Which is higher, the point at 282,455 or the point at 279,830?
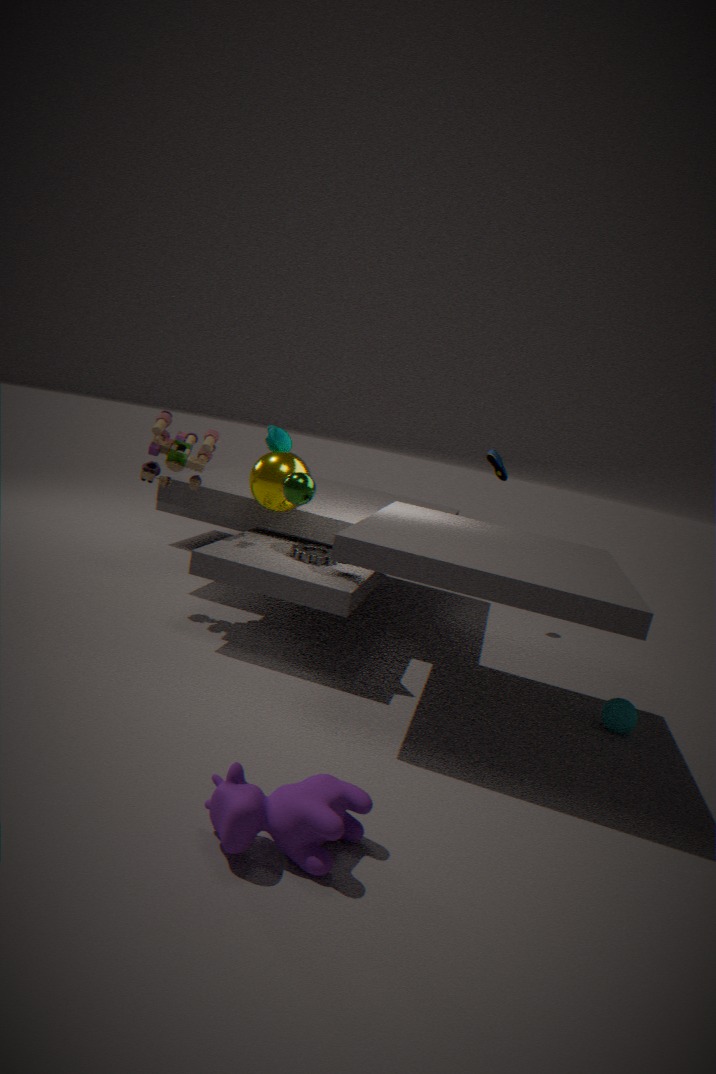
the point at 282,455
